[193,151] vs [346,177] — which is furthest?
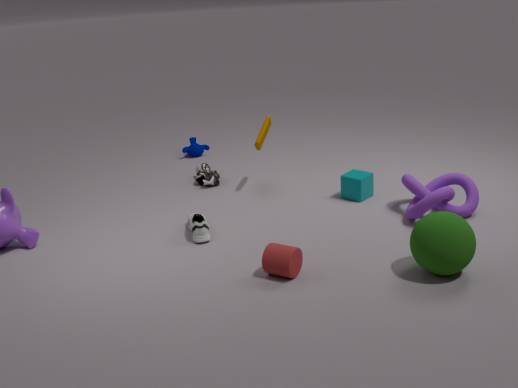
[193,151]
